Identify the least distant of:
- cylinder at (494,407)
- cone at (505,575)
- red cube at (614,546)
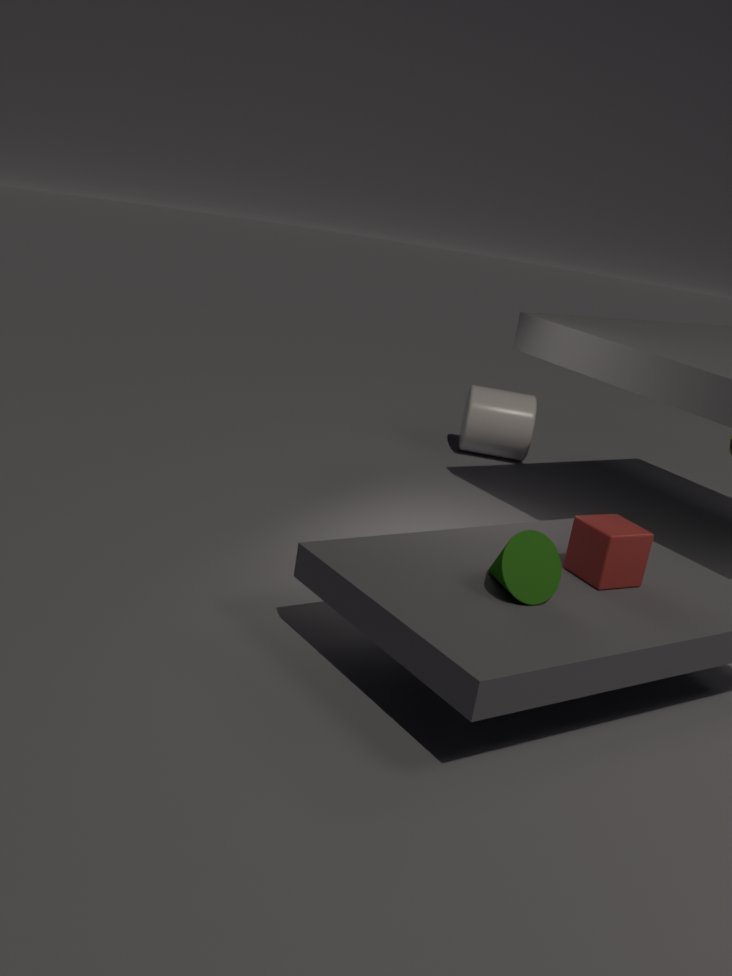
cone at (505,575)
